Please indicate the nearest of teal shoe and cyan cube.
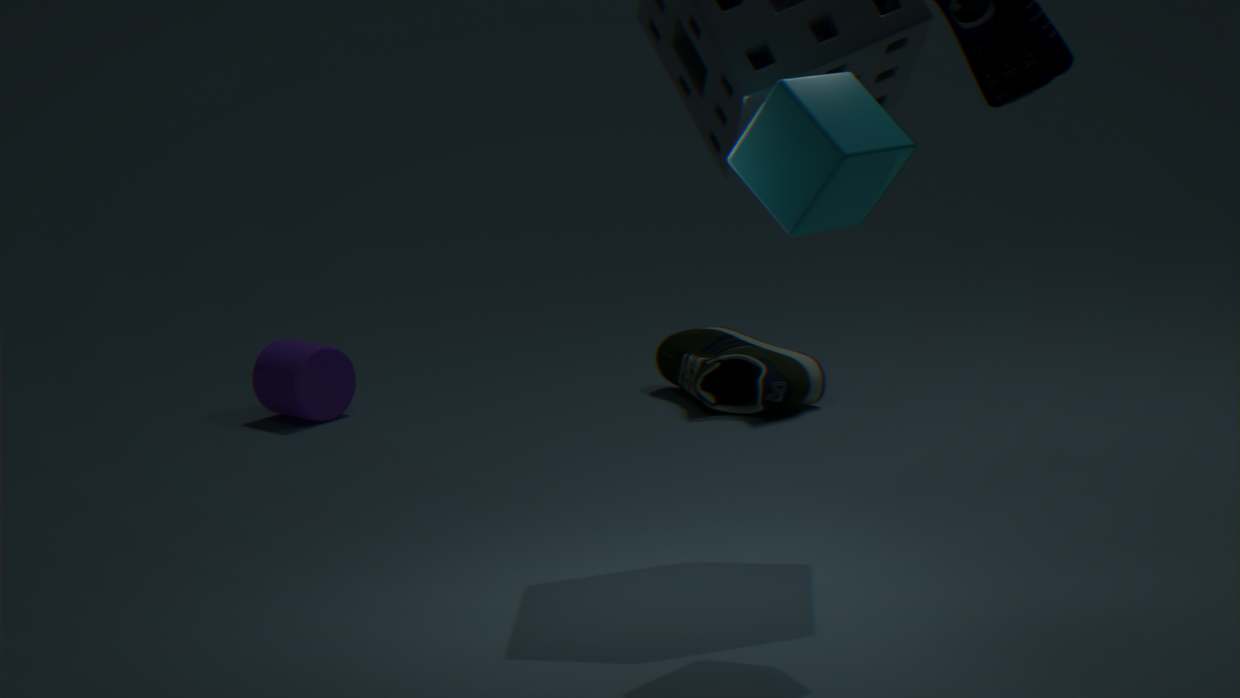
cyan cube
